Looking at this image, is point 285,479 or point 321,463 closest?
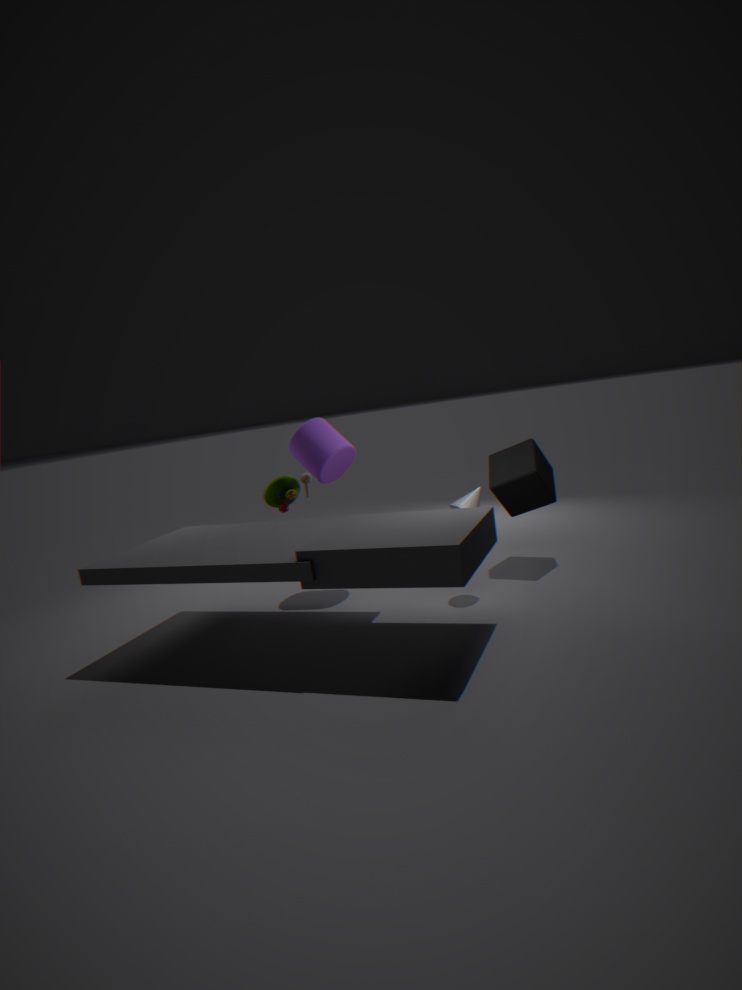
point 321,463
